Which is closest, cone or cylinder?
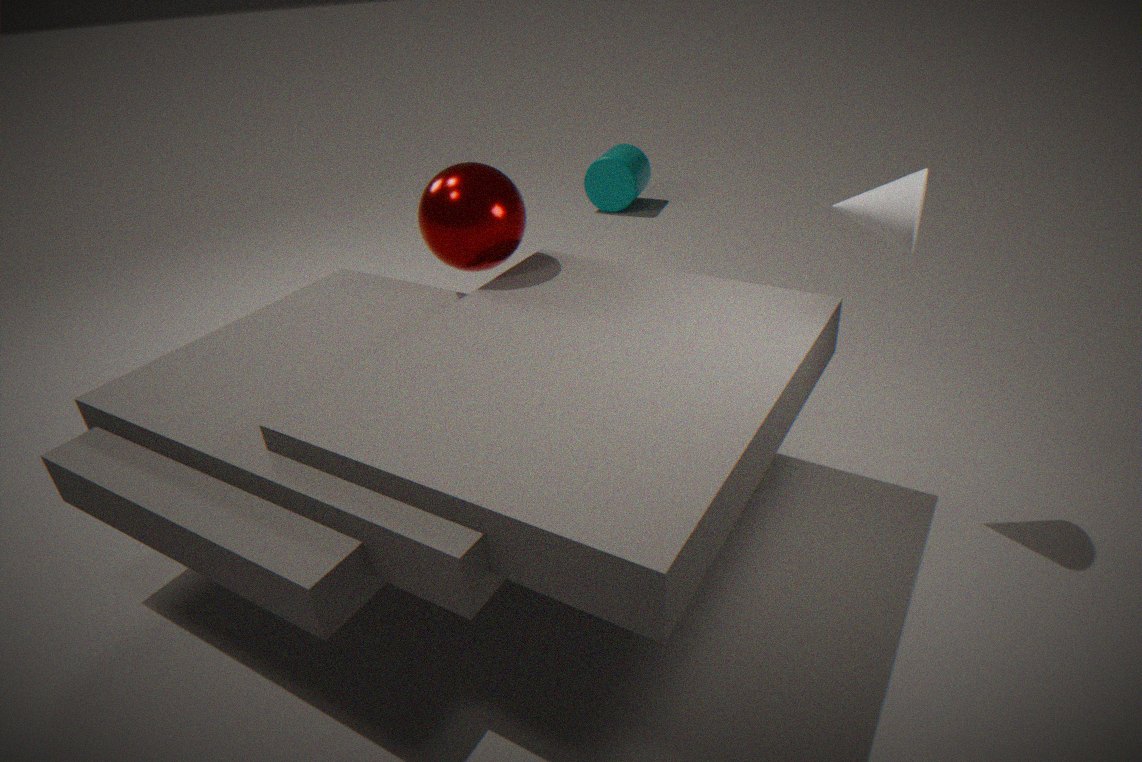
cone
